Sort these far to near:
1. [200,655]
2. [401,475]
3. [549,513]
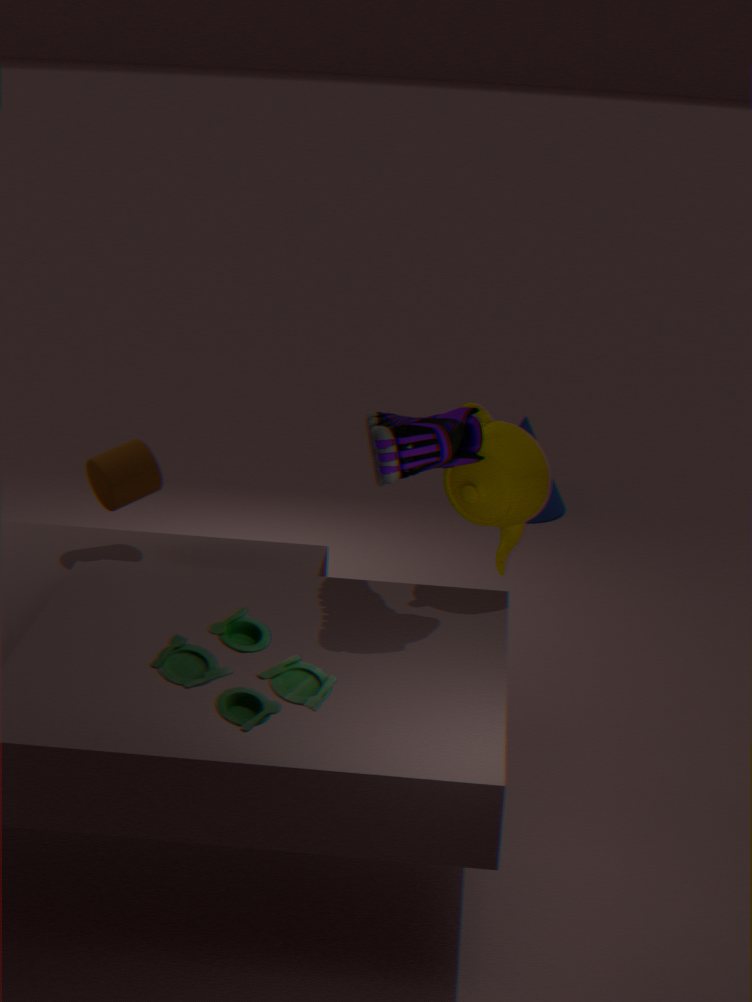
[549,513]
[401,475]
[200,655]
